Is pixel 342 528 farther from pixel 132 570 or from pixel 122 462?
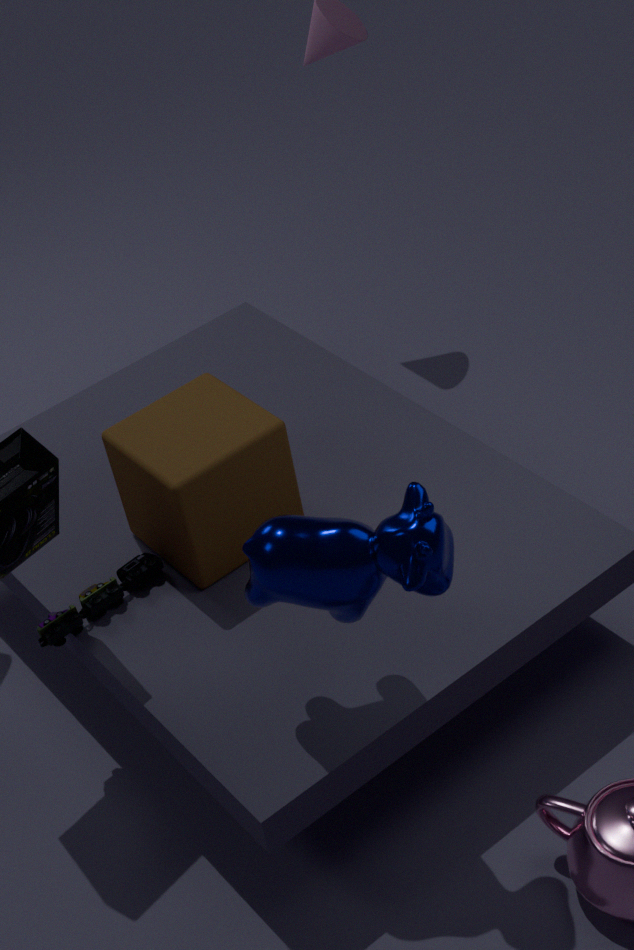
pixel 132 570
